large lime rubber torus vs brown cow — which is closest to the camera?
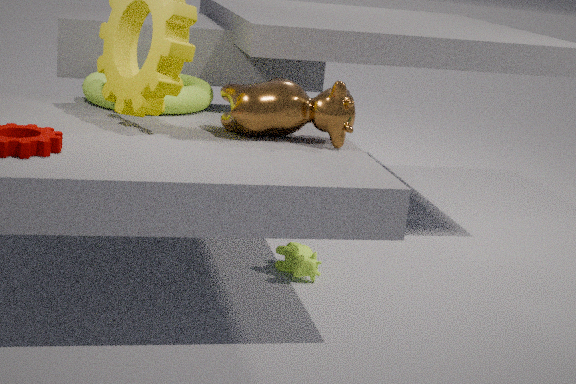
brown cow
